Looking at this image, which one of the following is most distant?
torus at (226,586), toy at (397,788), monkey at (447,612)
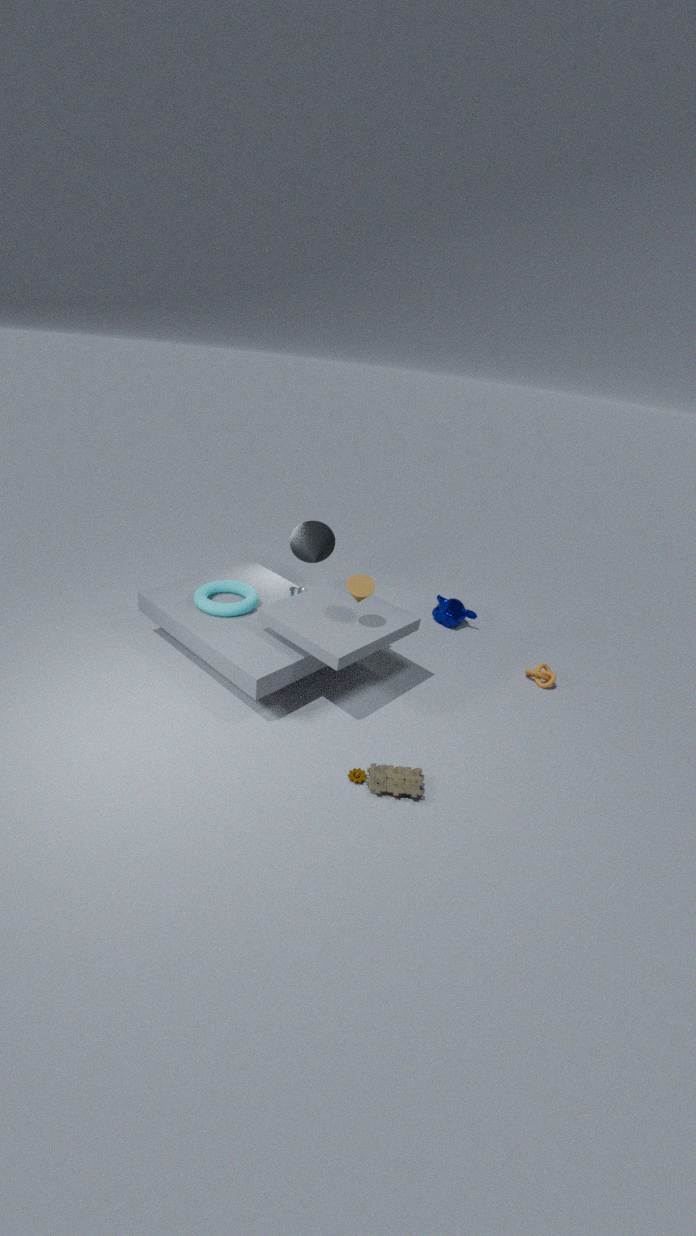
monkey at (447,612)
